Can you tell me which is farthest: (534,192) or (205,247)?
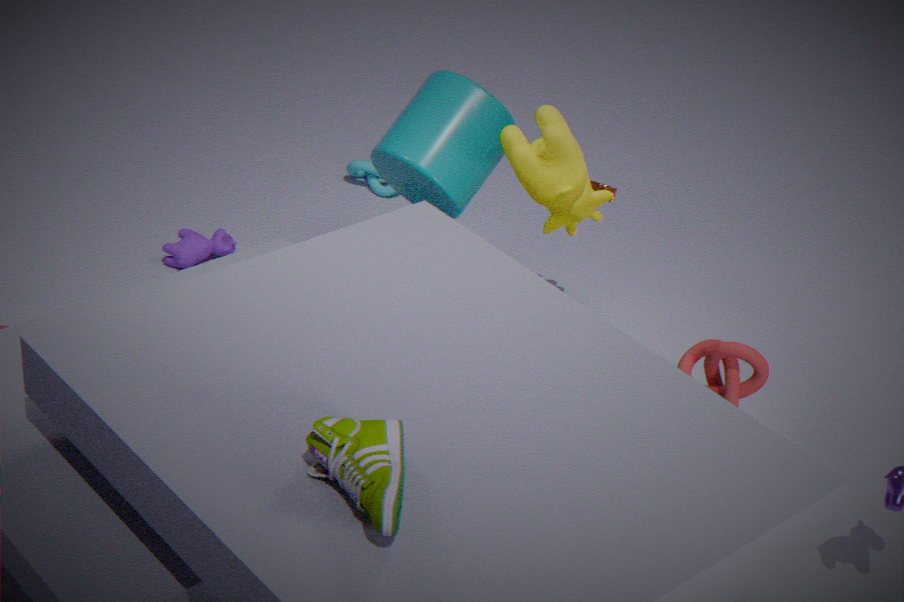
(205,247)
